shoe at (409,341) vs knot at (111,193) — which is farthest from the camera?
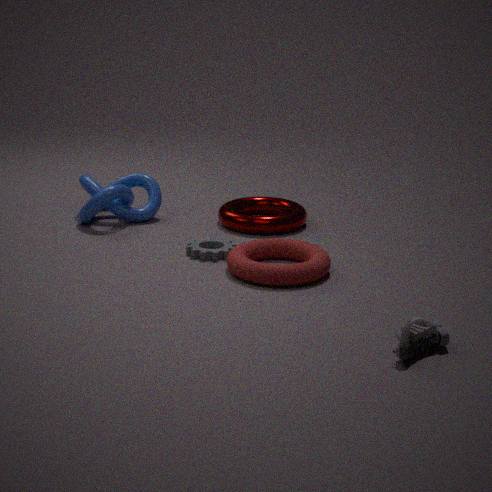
knot at (111,193)
